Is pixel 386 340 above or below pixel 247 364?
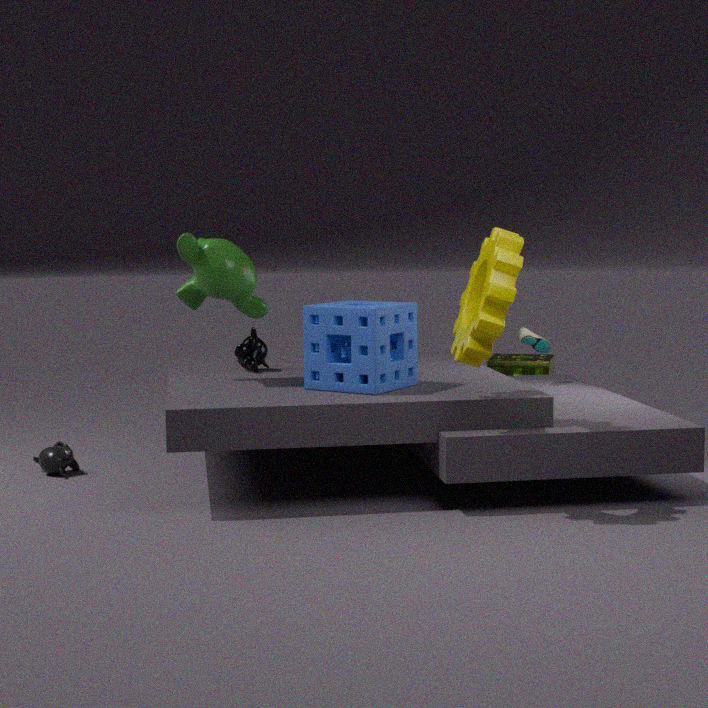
above
